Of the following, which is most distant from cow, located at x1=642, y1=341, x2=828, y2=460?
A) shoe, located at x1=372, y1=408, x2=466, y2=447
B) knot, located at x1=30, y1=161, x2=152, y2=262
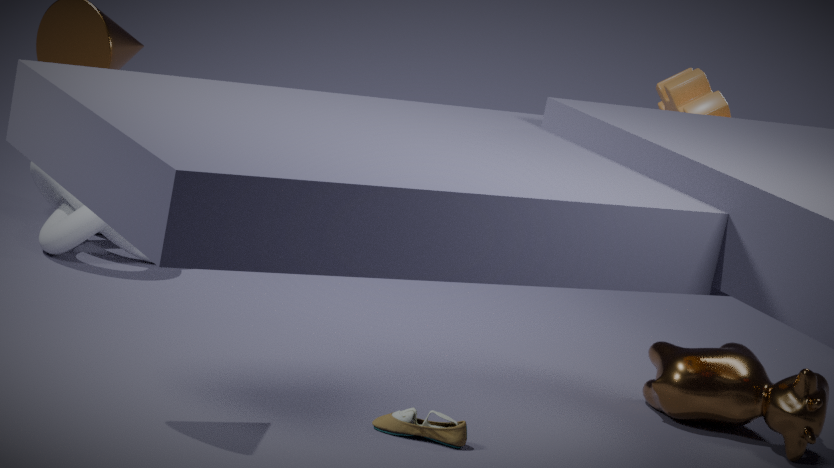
knot, located at x1=30, y1=161, x2=152, y2=262
